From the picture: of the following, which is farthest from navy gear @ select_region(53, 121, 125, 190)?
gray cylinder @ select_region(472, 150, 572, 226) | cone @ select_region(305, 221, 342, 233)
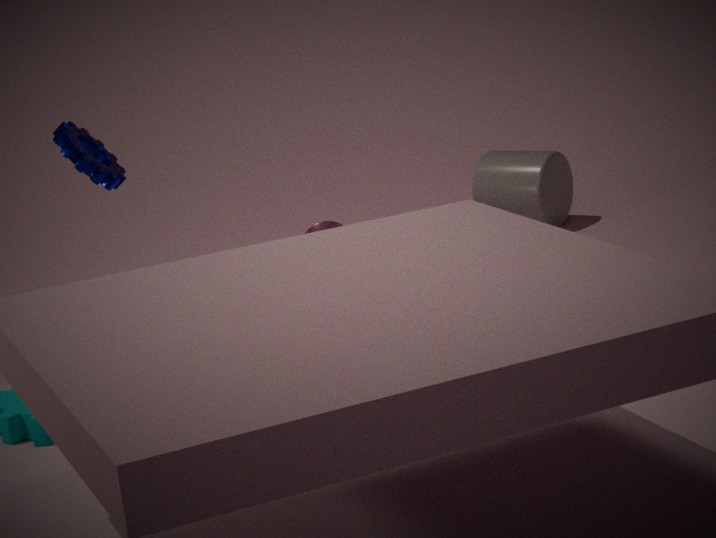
gray cylinder @ select_region(472, 150, 572, 226)
